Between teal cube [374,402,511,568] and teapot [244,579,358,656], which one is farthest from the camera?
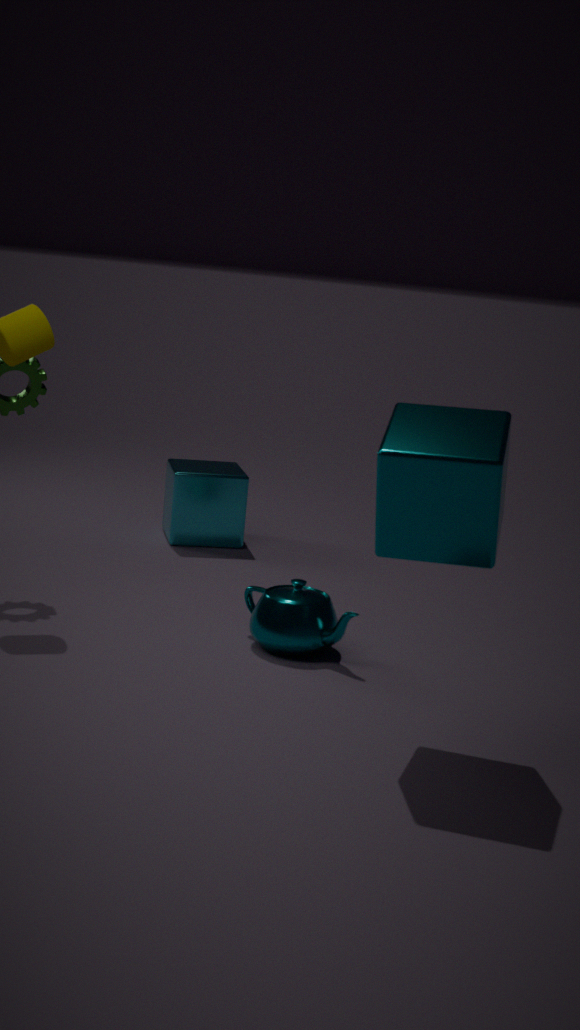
teapot [244,579,358,656]
